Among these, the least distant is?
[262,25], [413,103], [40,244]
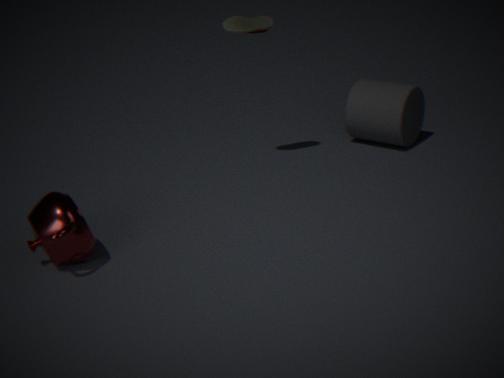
[40,244]
